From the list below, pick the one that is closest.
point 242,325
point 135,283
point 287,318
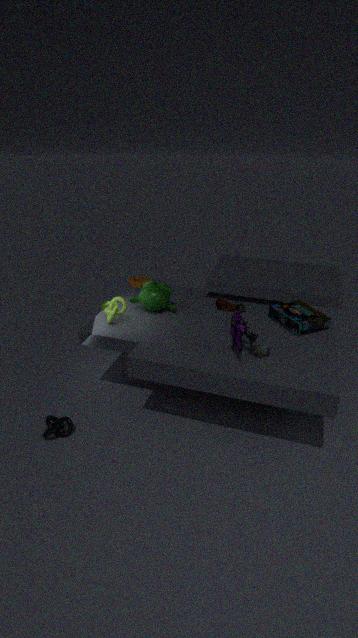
point 242,325
